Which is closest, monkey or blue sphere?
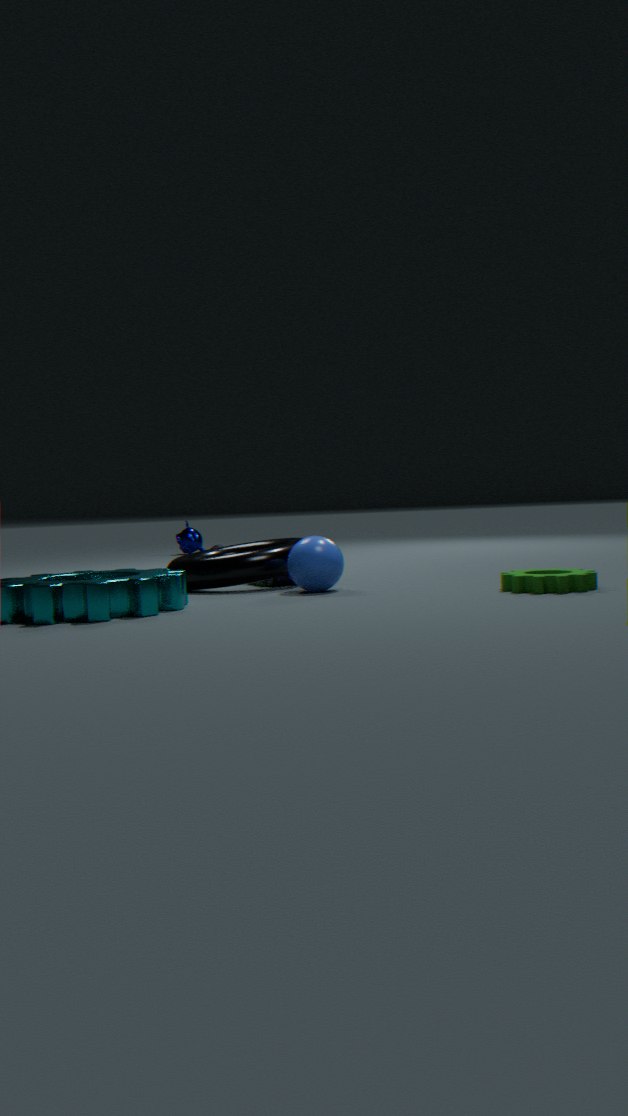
blue sphere
